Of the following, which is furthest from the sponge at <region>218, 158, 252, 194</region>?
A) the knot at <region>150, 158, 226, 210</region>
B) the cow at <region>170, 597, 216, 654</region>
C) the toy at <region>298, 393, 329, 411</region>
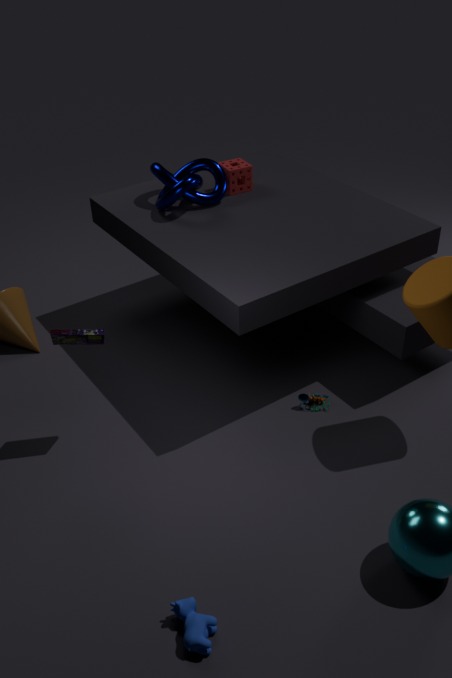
the cow at <region>170, 597, 216, 654</region>
